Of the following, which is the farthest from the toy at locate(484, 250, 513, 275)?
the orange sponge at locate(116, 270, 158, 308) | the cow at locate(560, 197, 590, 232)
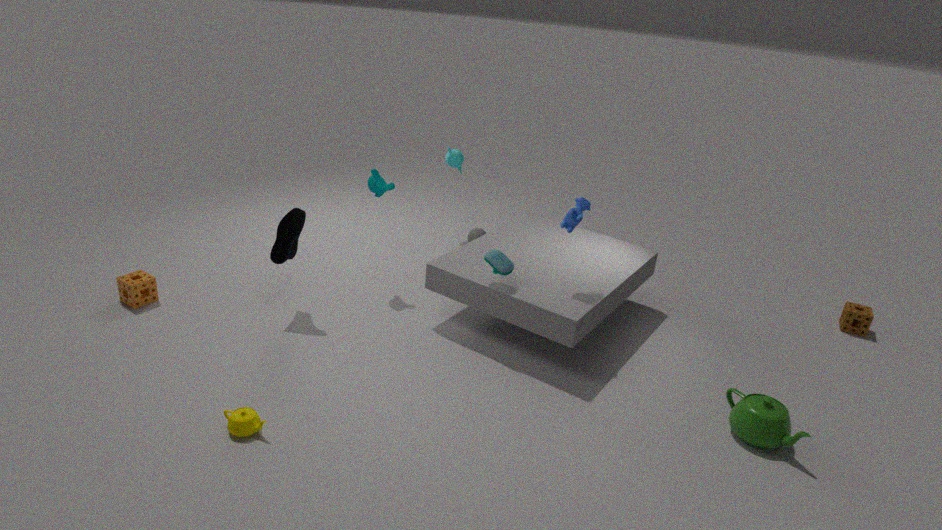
the orange sponge at locate(116, 270, 158, 308)
